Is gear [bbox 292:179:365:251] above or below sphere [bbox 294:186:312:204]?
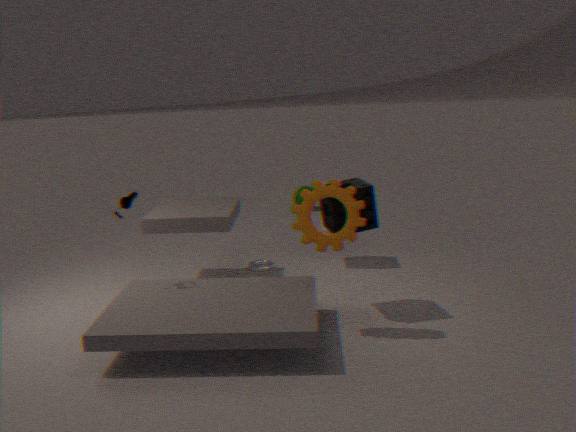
above
